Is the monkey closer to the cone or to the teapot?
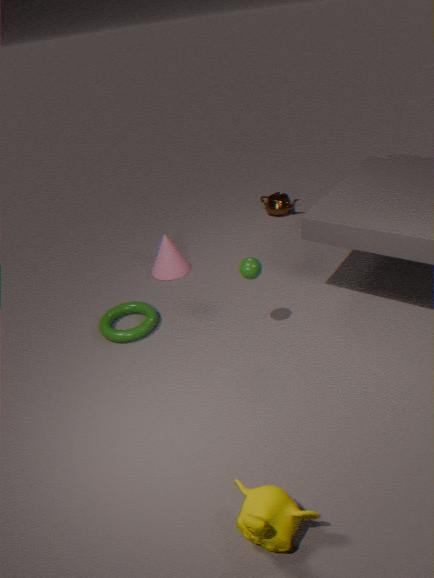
the cone
